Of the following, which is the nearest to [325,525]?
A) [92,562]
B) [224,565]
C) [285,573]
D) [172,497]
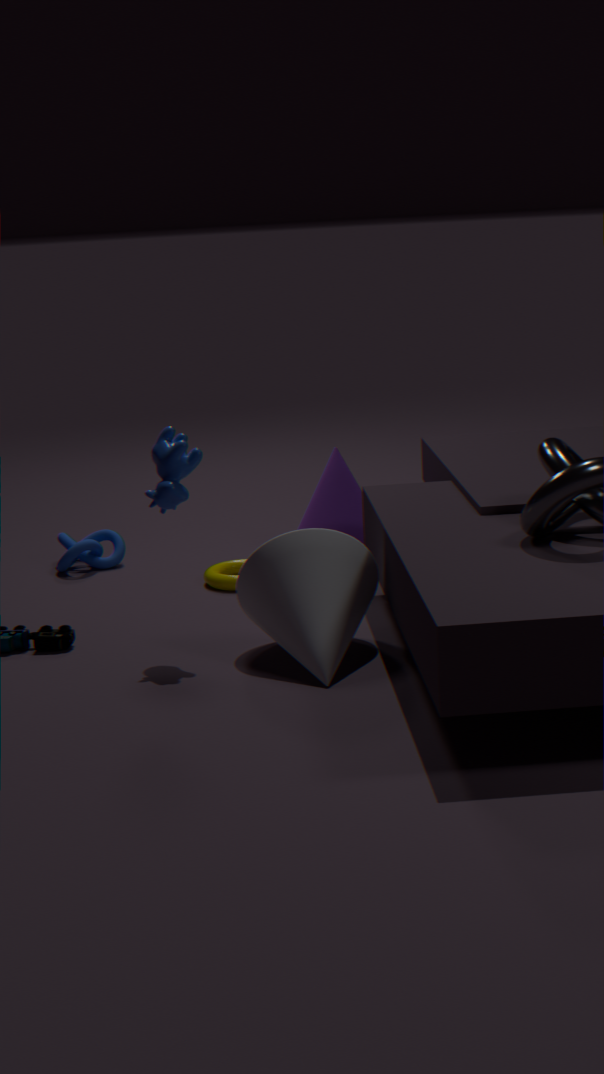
[224,565]
